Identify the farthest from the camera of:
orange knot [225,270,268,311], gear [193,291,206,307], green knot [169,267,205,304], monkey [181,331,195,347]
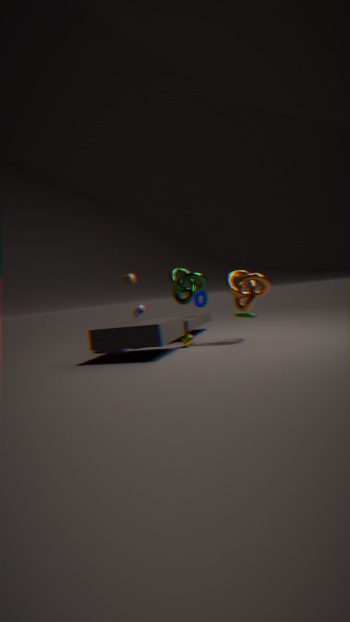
gear [193,291,206,307]
